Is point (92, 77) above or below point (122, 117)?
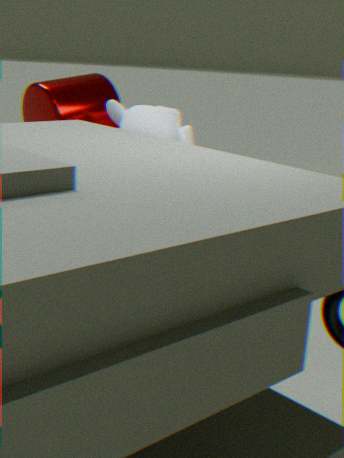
above
